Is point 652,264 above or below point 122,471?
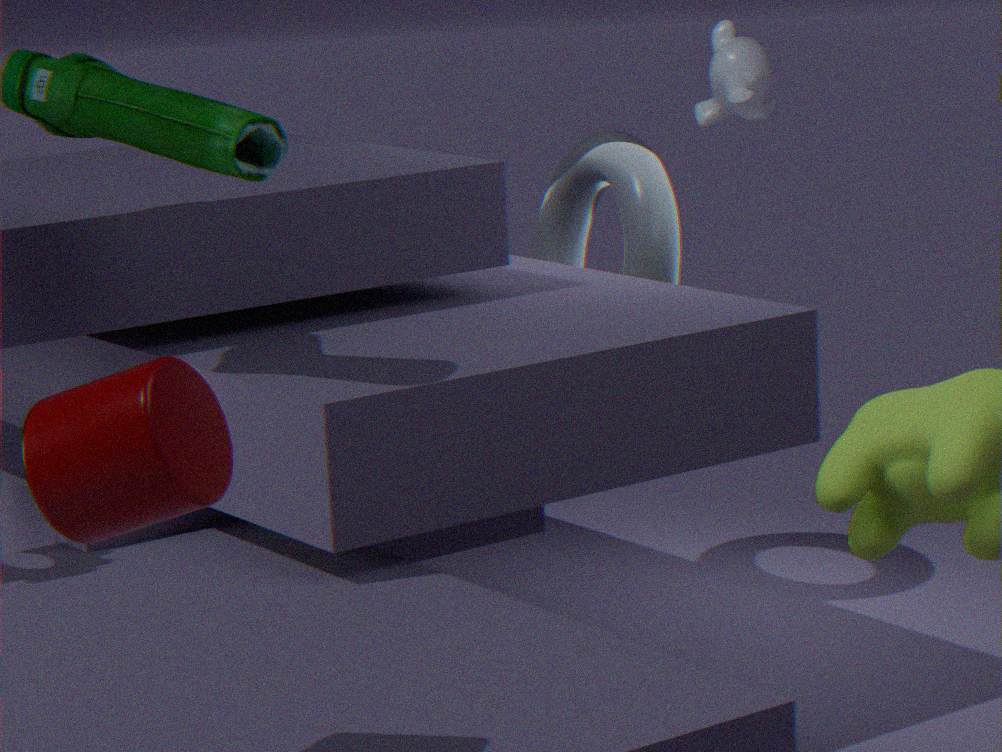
below
